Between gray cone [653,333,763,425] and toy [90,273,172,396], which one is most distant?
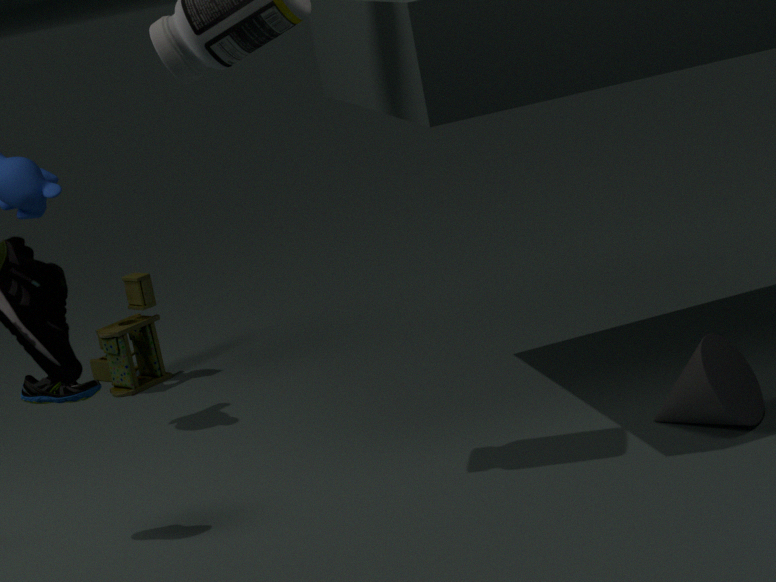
toy [90,273,172,396]
